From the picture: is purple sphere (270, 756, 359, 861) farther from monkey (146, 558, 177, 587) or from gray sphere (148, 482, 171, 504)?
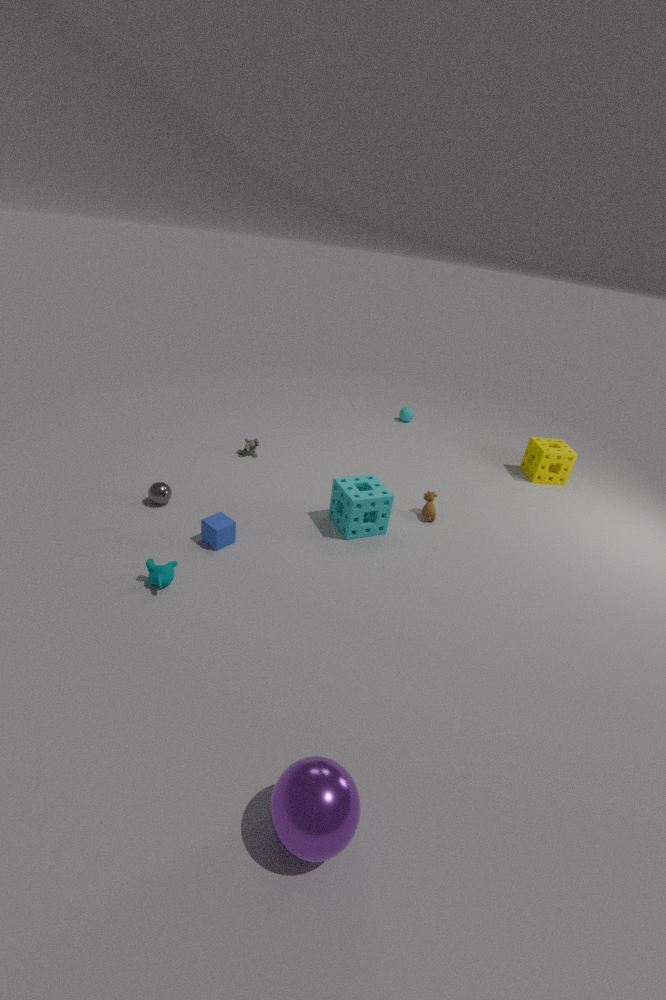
gray sphere (148, 482, 171, 504)
